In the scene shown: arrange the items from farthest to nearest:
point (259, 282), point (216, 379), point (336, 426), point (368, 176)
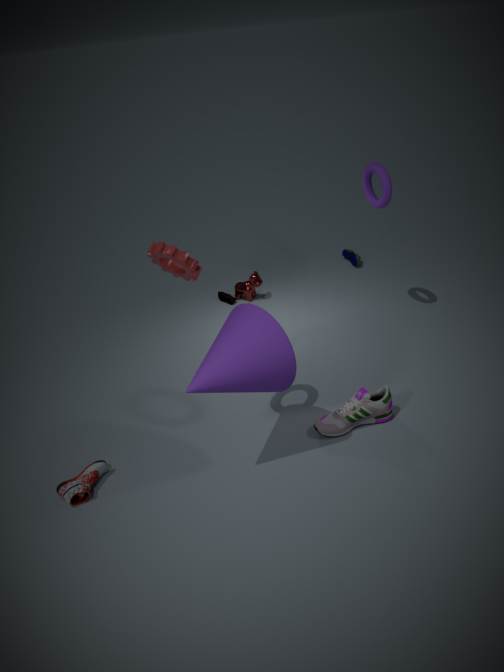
point (259, 282) → point (368, 176) → point (336, 426) → point (216, 379)
